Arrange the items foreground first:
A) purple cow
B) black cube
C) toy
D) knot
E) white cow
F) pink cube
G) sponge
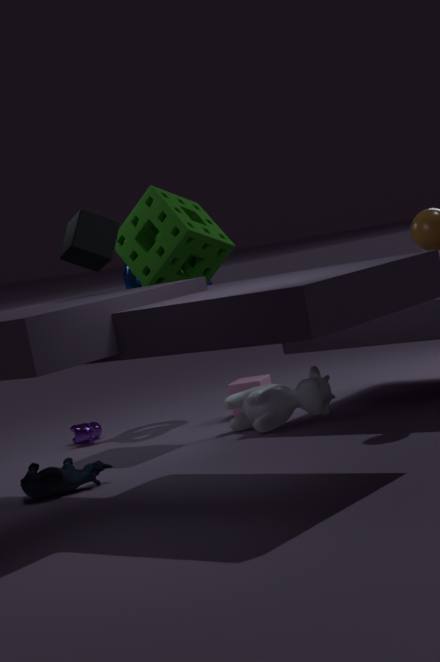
black cube, toy, white cow, sponge, pink cube, purple cow, knot
